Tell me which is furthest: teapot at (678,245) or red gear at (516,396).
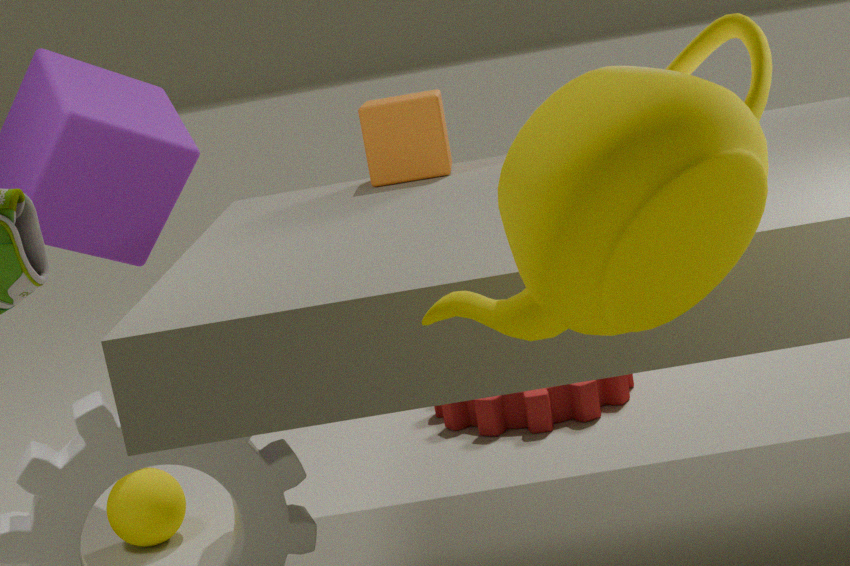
red gear at (516,396)
